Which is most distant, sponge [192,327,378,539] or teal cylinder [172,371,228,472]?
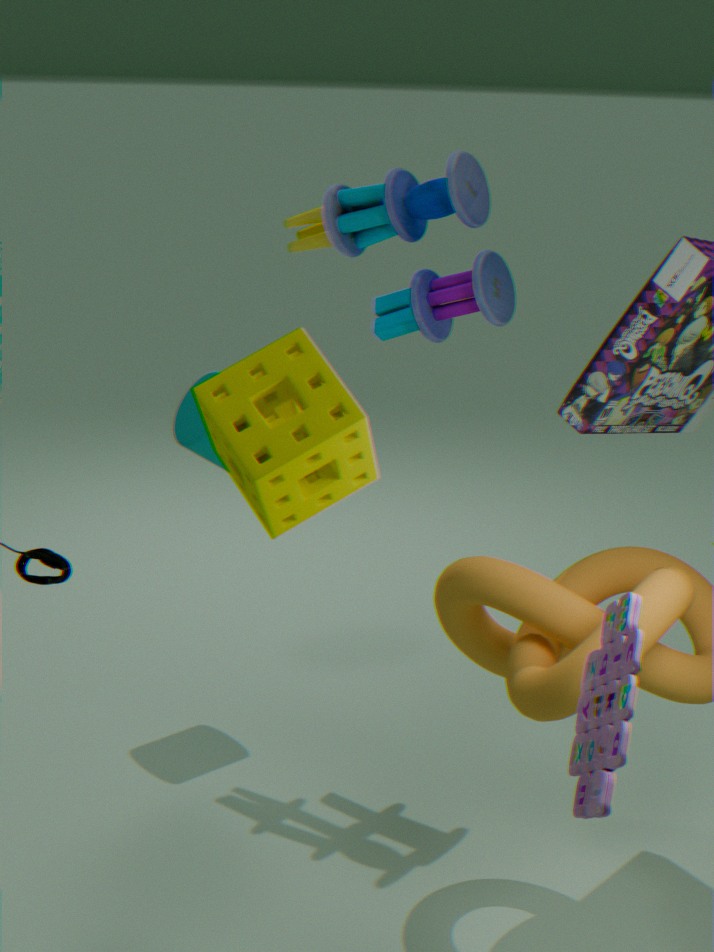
teal cylinder [172,371,228,472]
